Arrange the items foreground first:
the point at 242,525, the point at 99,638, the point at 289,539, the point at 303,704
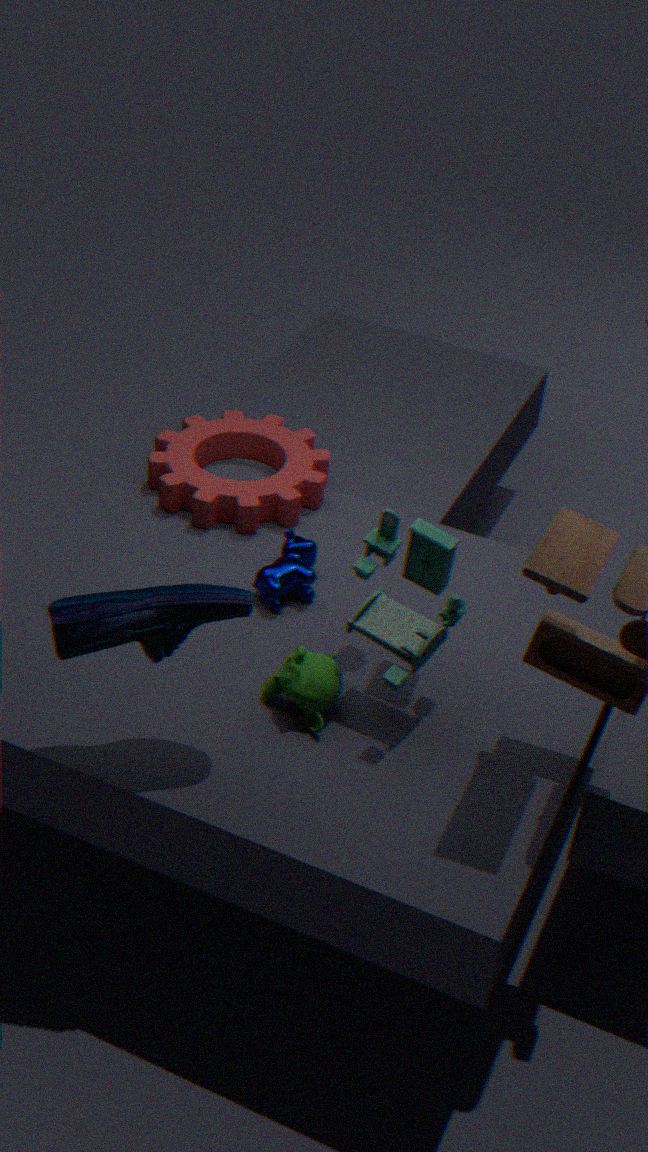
the point at 99,638 < the point at 303,704 < the point at 289,539 < the point at 242,525
